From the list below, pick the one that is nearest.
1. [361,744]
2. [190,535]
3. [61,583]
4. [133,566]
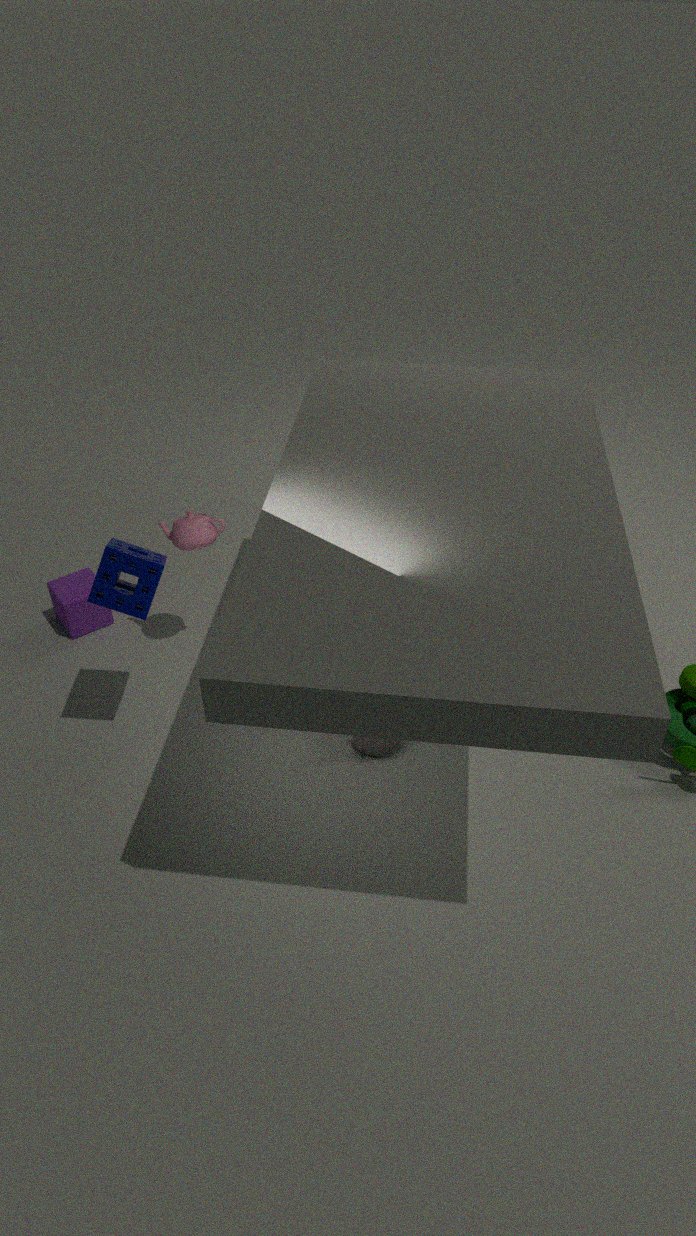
[133,566]
